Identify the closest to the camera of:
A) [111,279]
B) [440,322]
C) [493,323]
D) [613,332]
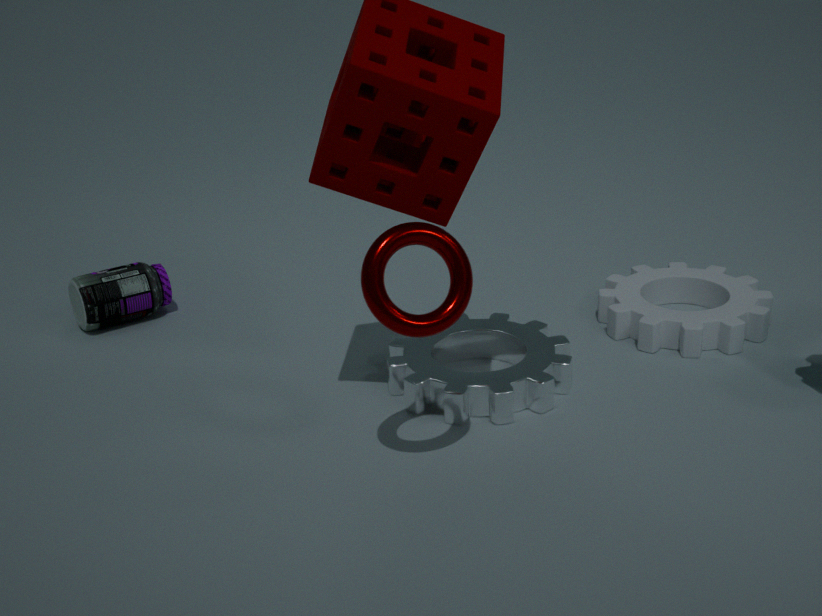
[440,322]
